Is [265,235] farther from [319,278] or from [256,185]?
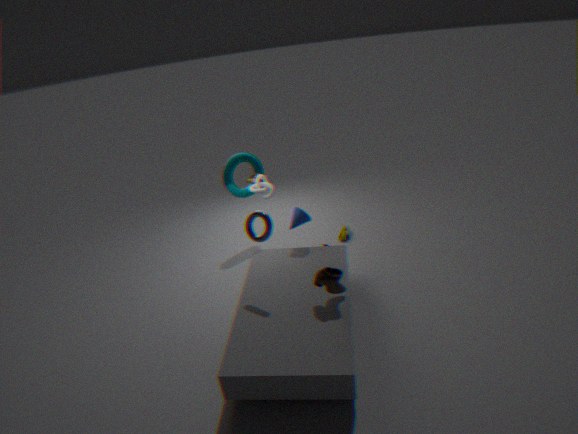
[256,185]
